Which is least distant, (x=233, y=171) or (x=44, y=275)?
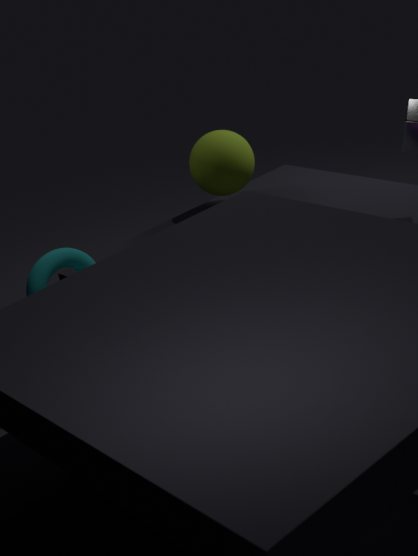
(x=44, y=275)
